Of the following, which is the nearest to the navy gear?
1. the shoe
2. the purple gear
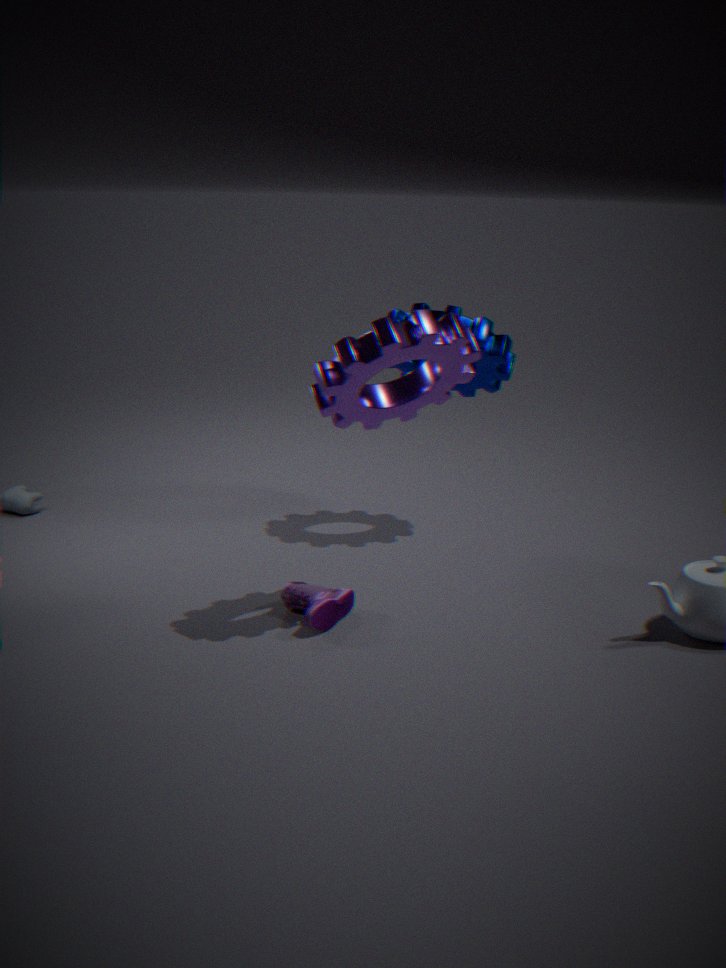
the purple gear
